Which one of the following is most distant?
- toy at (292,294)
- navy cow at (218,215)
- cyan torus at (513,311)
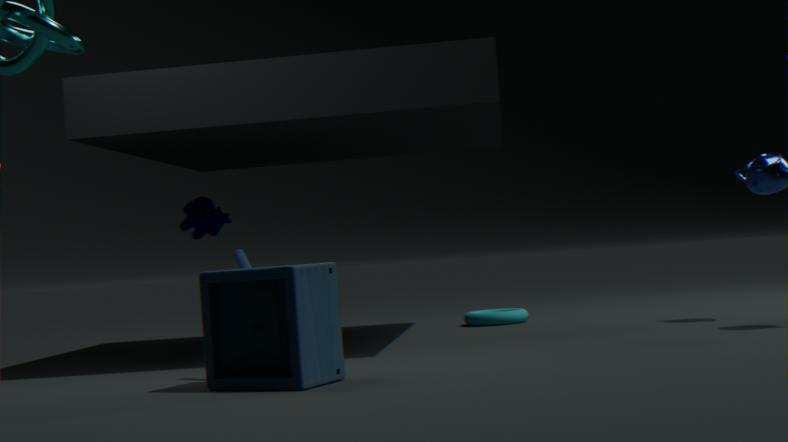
cyan torus at (513,311)
